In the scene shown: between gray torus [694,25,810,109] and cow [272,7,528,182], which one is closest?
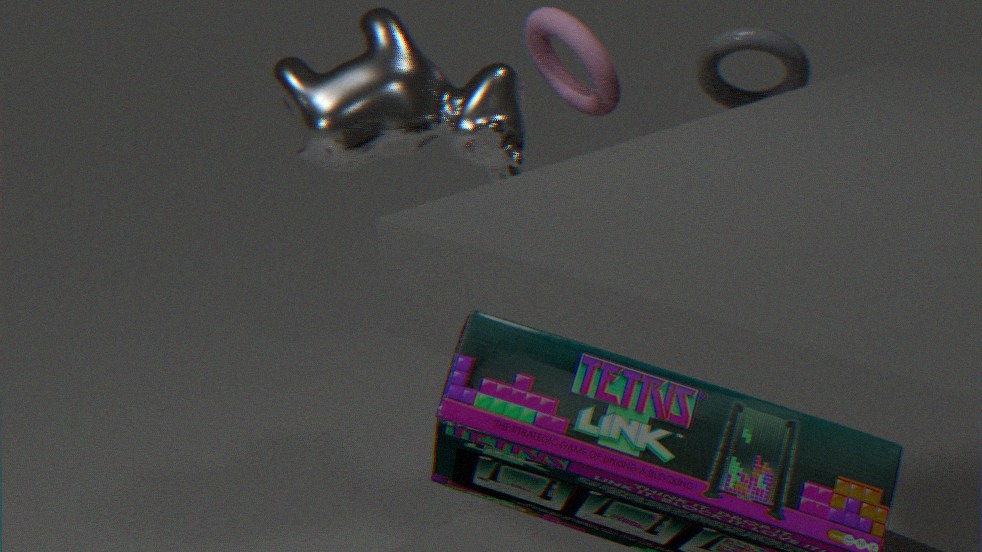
cow [272,7,528,182]
